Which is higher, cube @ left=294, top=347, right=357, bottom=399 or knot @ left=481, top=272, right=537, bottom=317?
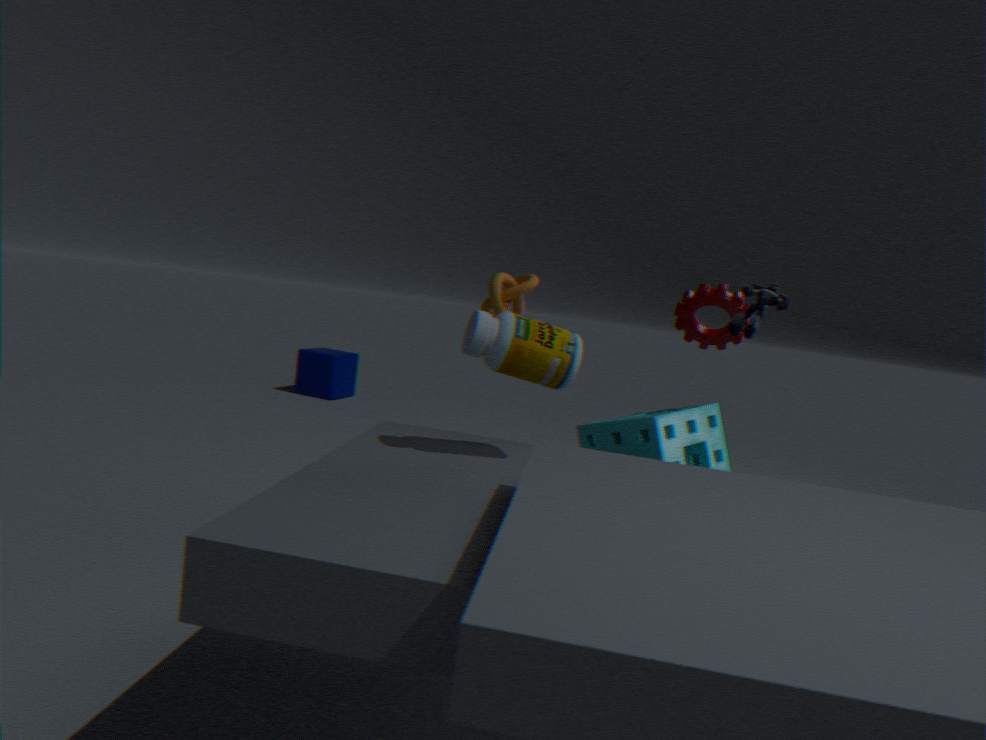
knot @ left=481, top=272, right=537, bottom=317
